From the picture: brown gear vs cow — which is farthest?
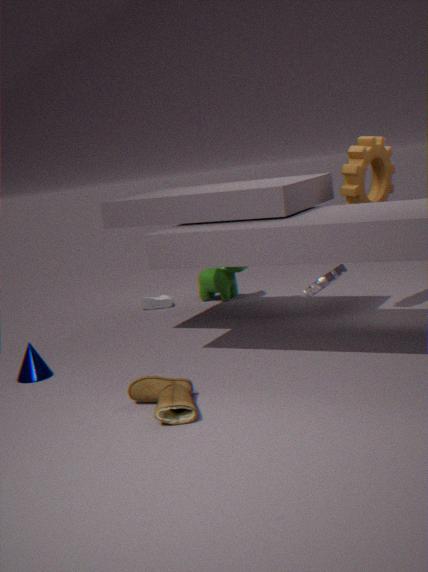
cow
